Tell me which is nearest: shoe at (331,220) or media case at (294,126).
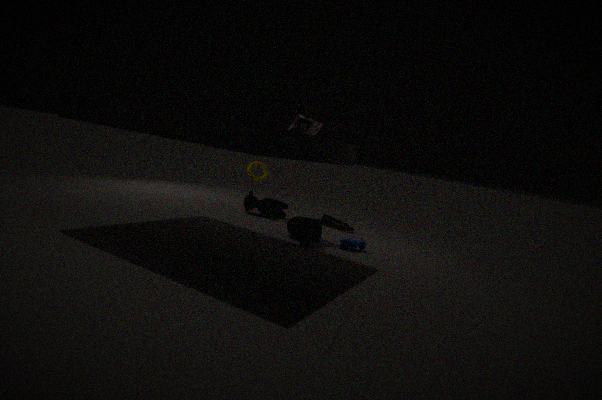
media case at (294,126)
